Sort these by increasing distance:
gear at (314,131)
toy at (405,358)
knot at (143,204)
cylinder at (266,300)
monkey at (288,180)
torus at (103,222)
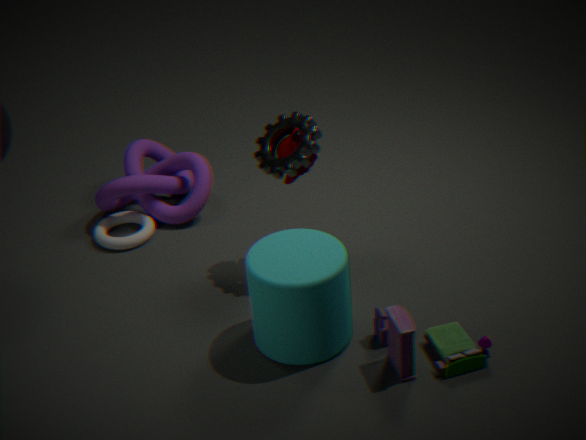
toy at (405,358)
cylinder at (266,300)
gear at (314,131)
monkey at (288,180)
torus at (103,222)
knot at (143,204)
